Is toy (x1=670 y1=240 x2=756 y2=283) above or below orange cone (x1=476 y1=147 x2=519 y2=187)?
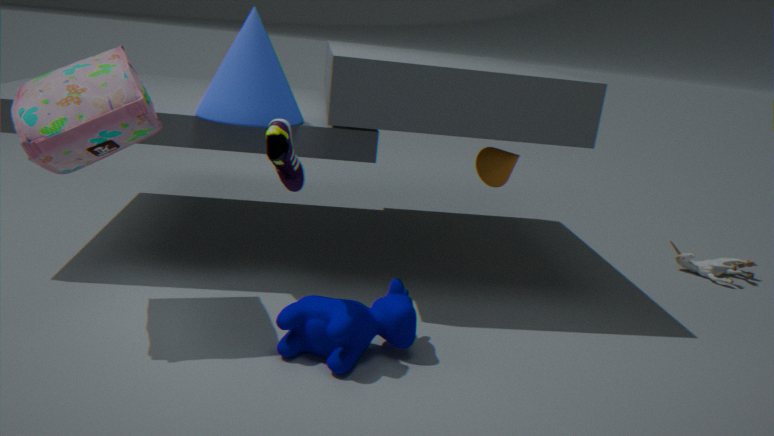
below
